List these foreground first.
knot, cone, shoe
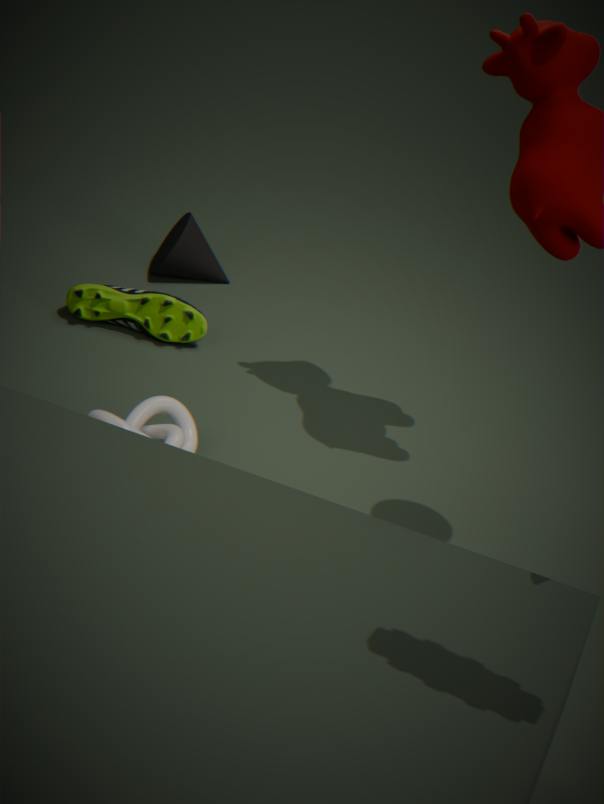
knot
shoe
cone
